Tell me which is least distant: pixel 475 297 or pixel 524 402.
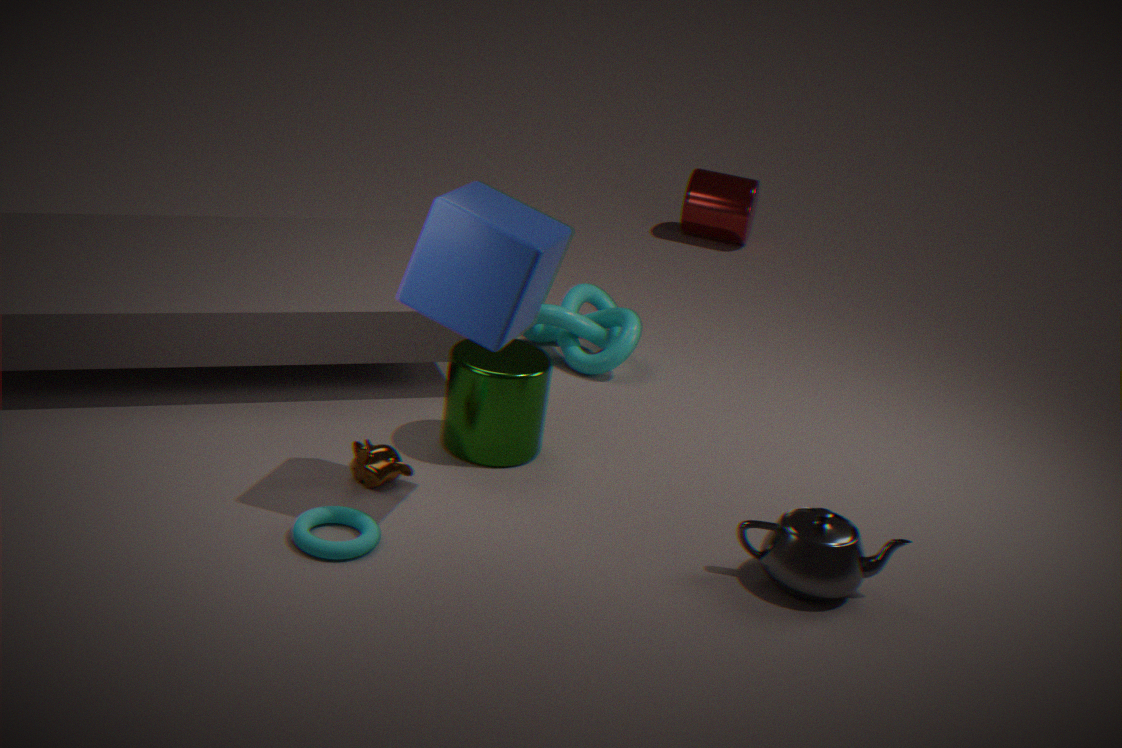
pixel 475 297
